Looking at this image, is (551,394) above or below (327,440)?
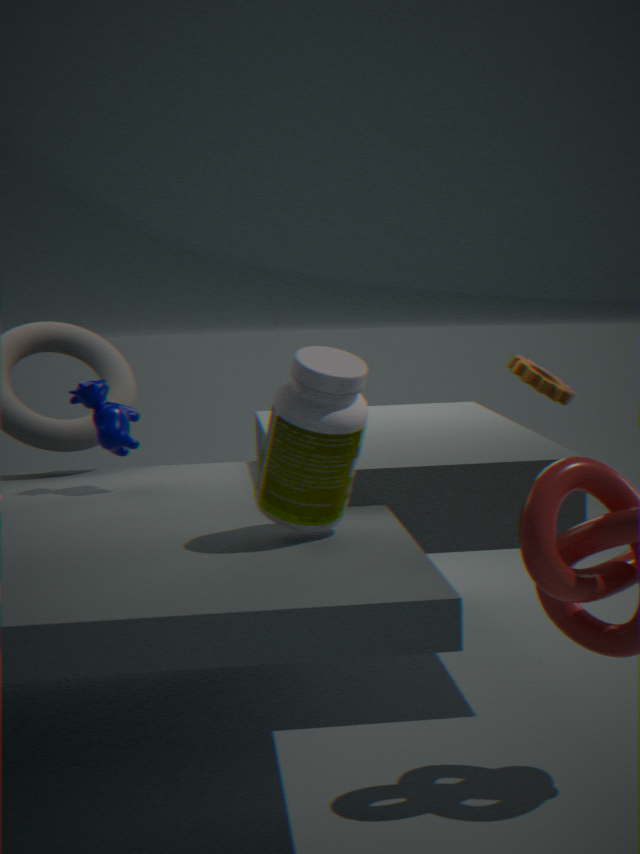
below
